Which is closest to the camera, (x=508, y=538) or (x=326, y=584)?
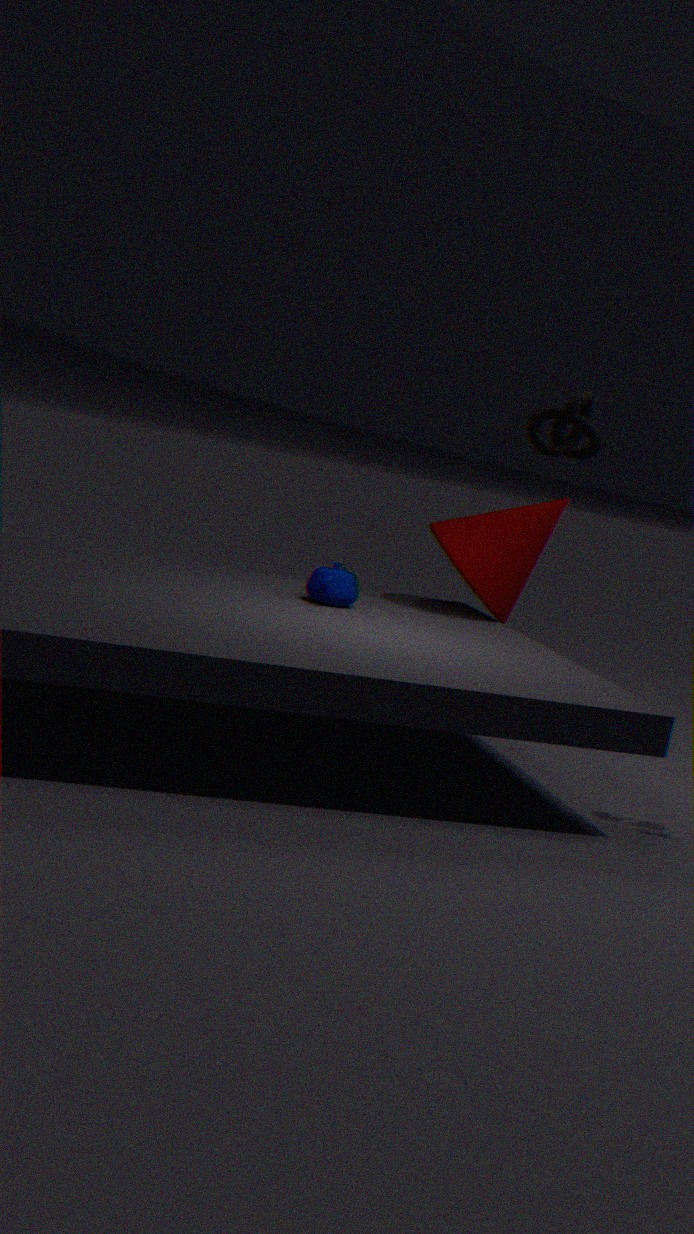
(x=326, y=584)
